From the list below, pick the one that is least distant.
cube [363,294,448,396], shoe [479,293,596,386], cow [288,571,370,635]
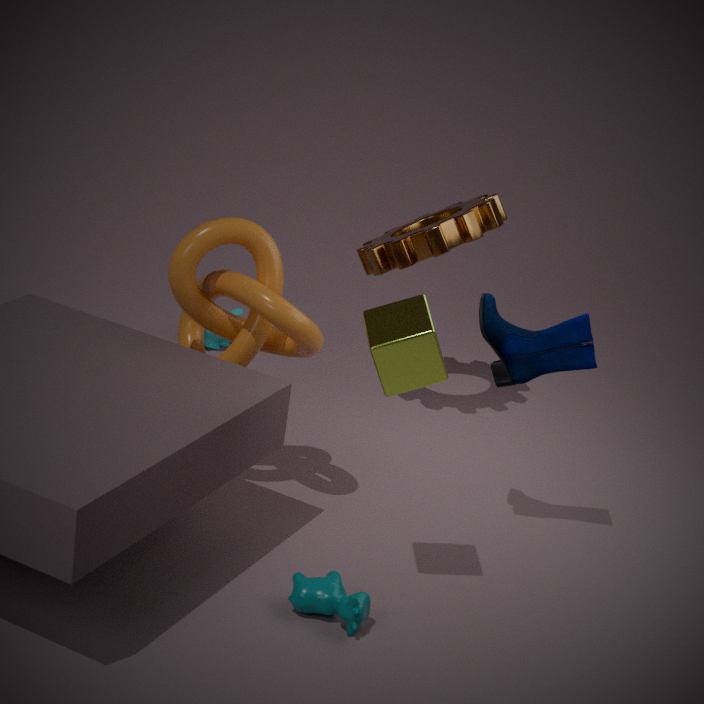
cube [363,294,448,396]
